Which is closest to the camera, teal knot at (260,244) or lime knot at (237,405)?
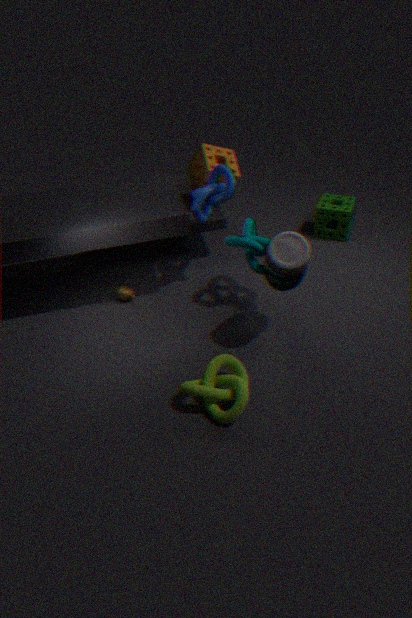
lime knot at (237,405)
